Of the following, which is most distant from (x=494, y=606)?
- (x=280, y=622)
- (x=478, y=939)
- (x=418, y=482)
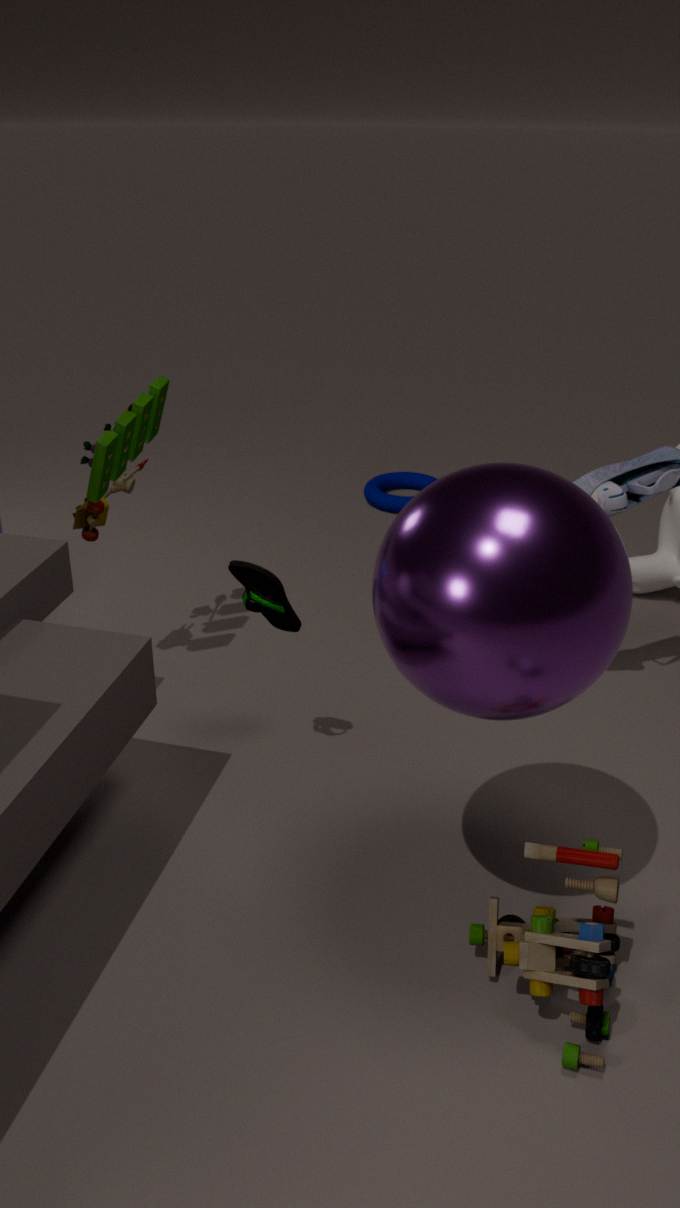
(x=418, y=482)
